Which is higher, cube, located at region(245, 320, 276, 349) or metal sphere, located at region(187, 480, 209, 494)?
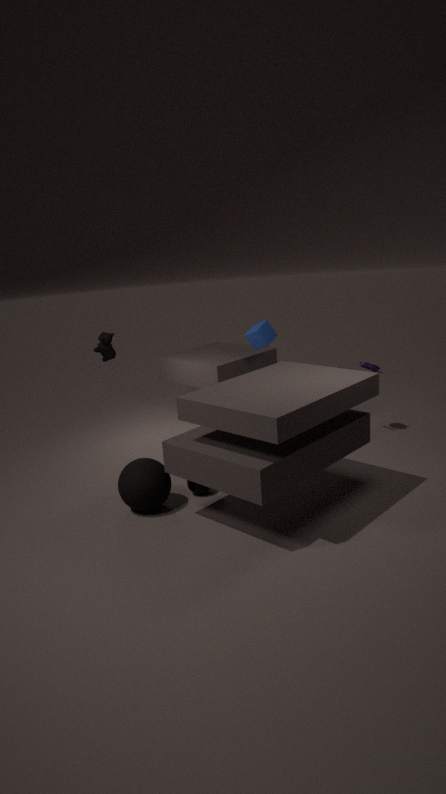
cube, located at region(245, 320, 276, 349)
